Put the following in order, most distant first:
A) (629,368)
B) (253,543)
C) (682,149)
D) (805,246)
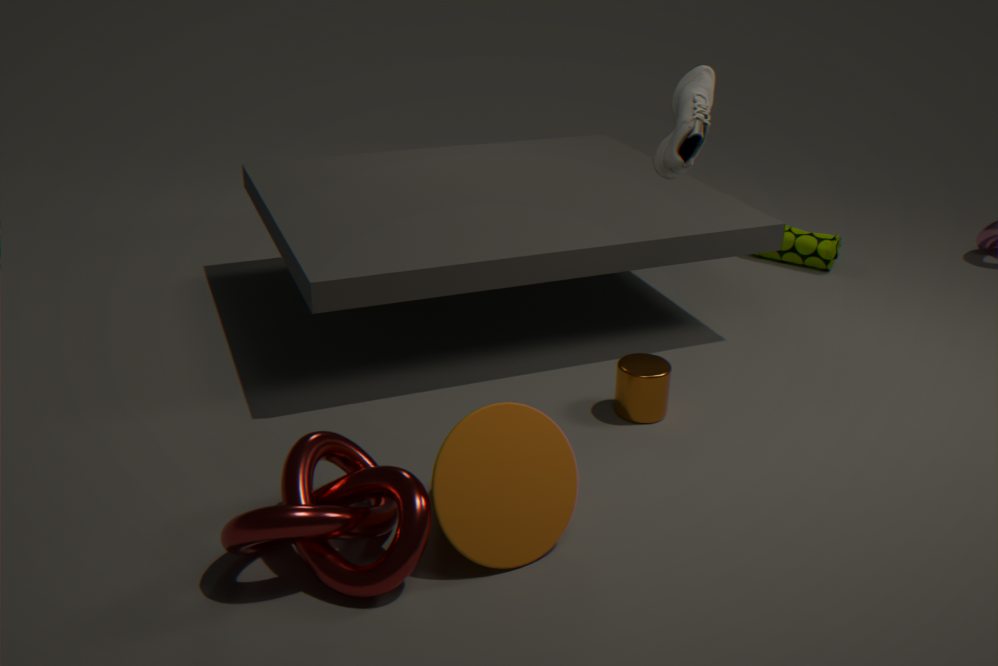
D. (805,246)
A. (629,368)
C. (682,149)
B. (253,543)
